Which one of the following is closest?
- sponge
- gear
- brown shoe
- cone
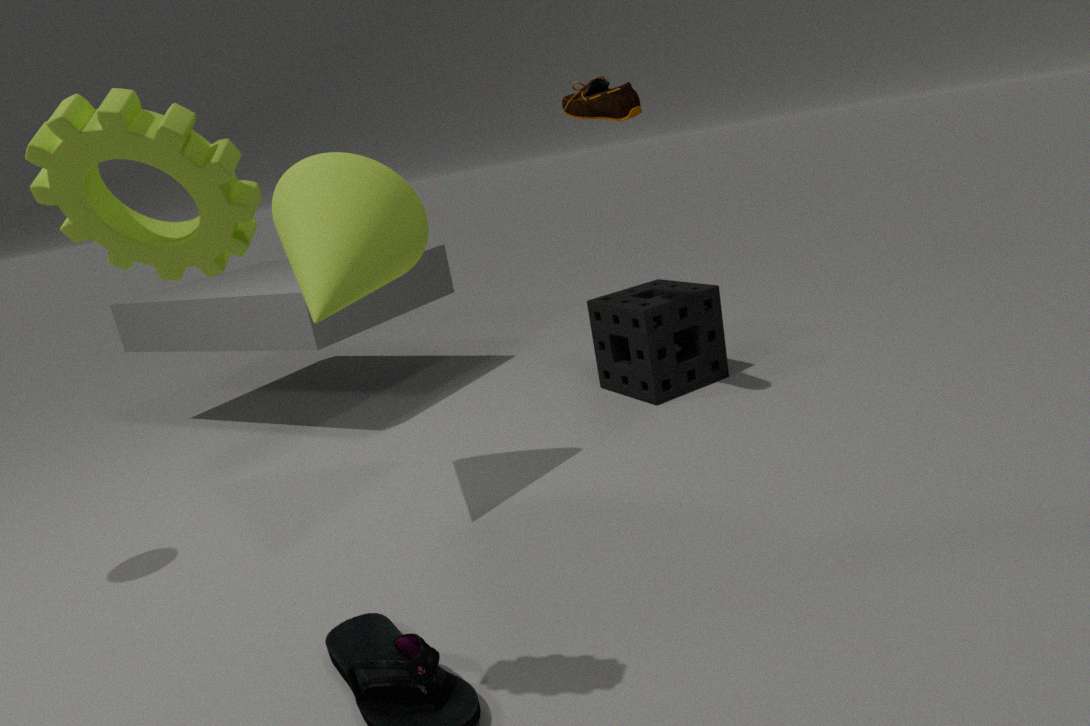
gear
